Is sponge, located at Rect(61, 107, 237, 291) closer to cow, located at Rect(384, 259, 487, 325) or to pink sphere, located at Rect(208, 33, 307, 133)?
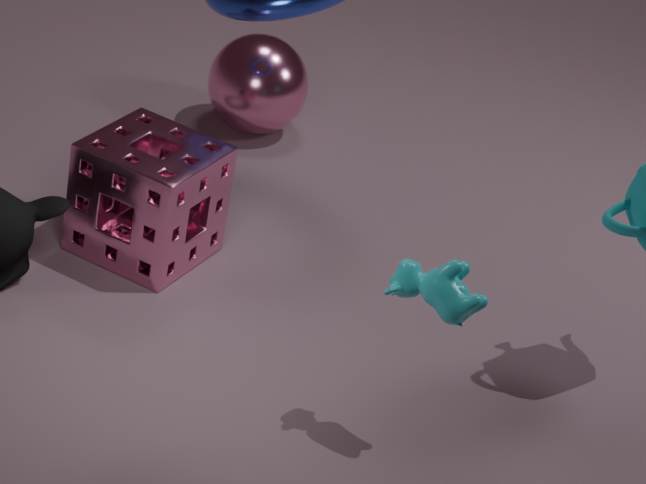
pink sphere, located at Rect(208, 33, 307, 133)
